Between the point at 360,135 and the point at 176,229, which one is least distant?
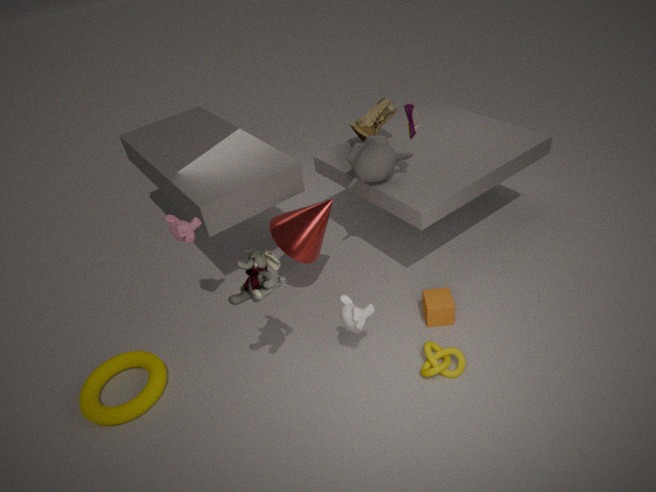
the point at 176,229
